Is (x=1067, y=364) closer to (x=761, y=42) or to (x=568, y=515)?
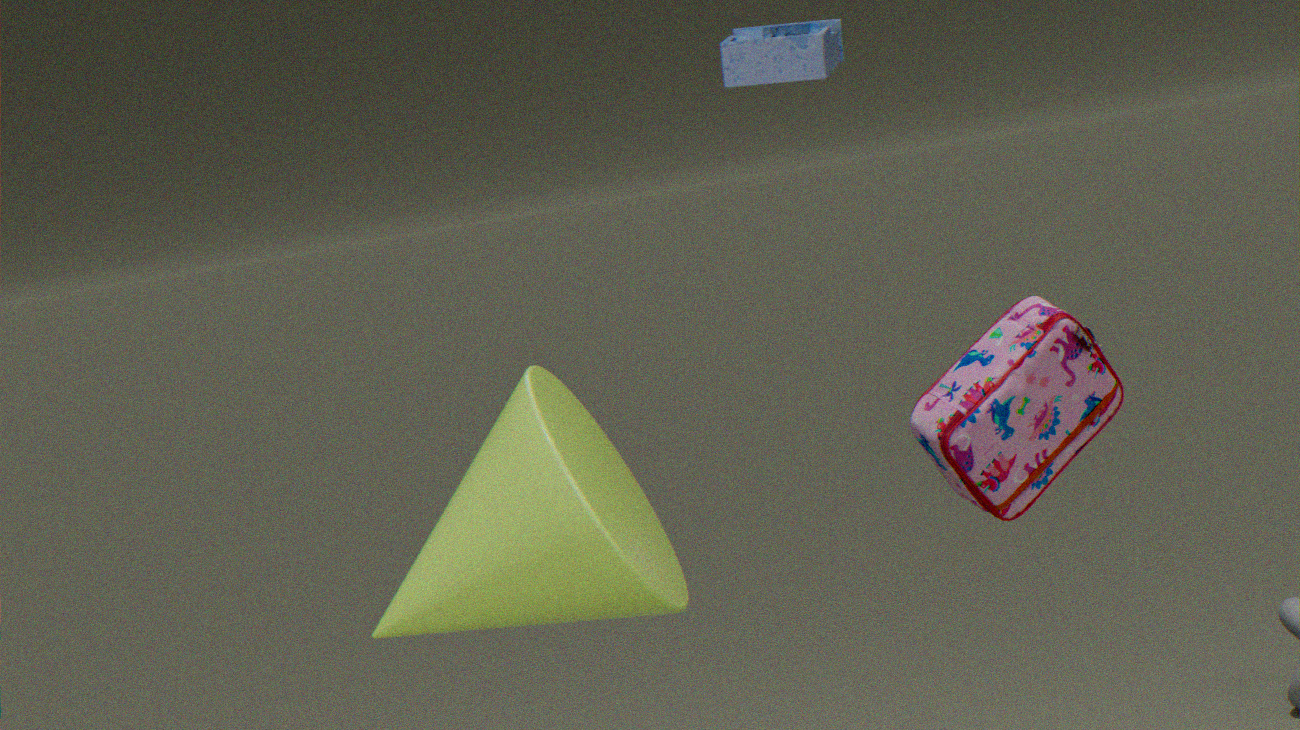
(x=568, y=515)
